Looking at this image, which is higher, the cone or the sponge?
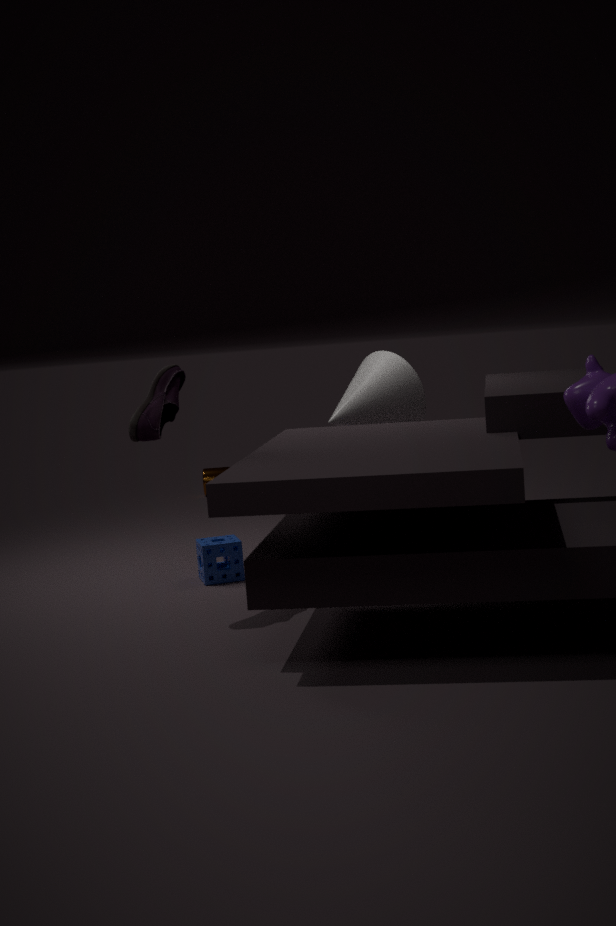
the cone
